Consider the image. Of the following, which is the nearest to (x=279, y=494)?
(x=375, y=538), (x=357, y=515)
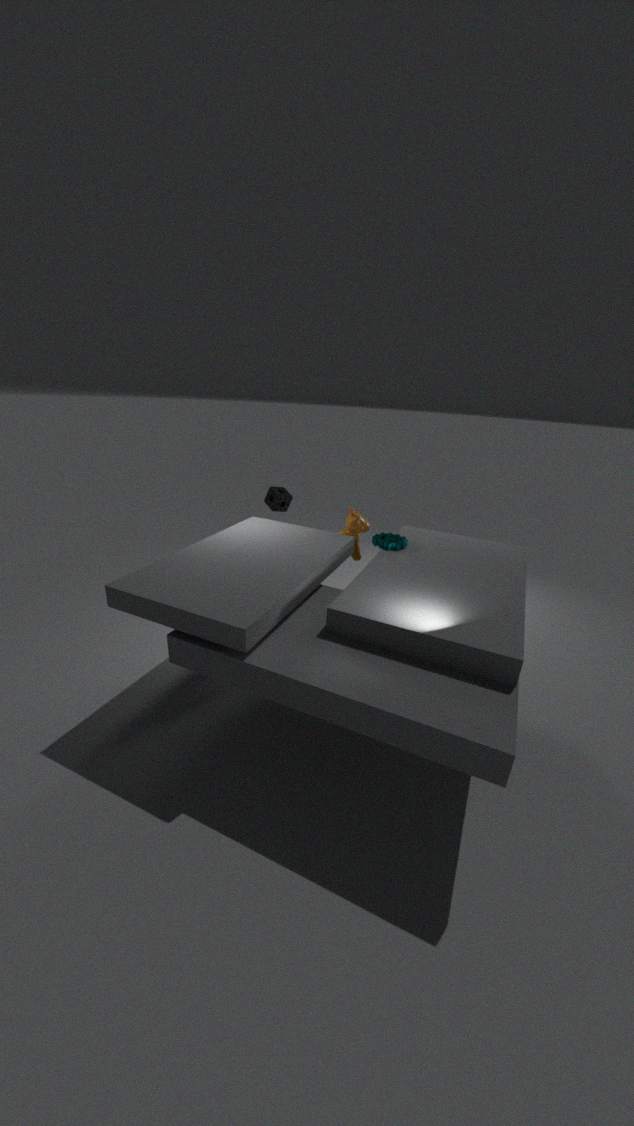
(x=357, y=515)
